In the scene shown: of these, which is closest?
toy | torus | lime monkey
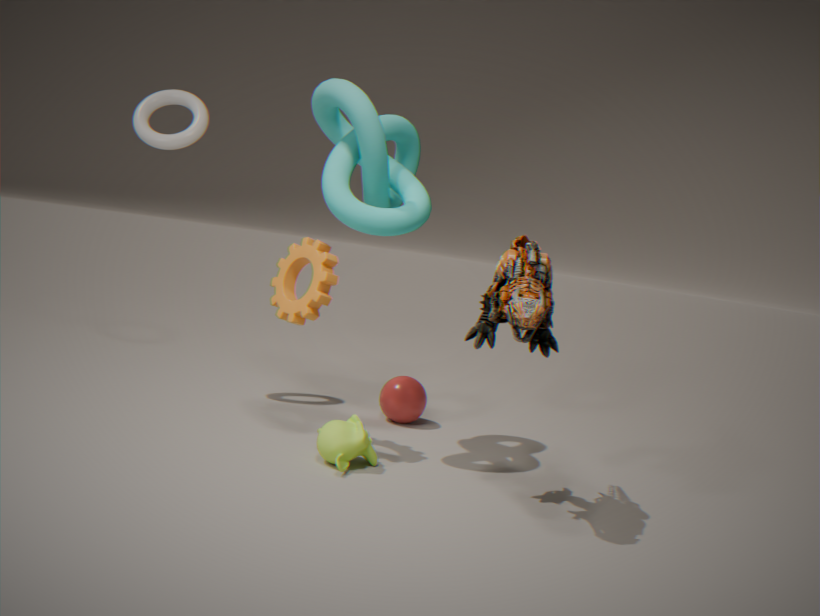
toy
